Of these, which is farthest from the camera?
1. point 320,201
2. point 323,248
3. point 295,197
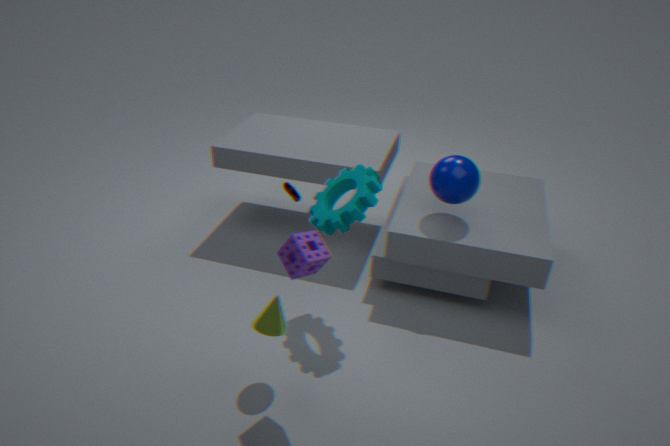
point 295,197
